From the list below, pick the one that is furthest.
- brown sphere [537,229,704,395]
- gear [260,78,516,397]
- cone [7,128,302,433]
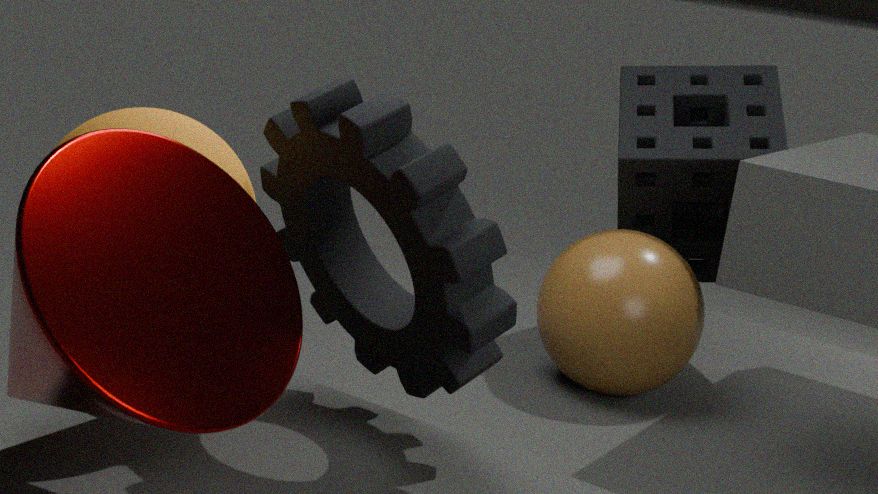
brown sphere [537,229,704,395]
